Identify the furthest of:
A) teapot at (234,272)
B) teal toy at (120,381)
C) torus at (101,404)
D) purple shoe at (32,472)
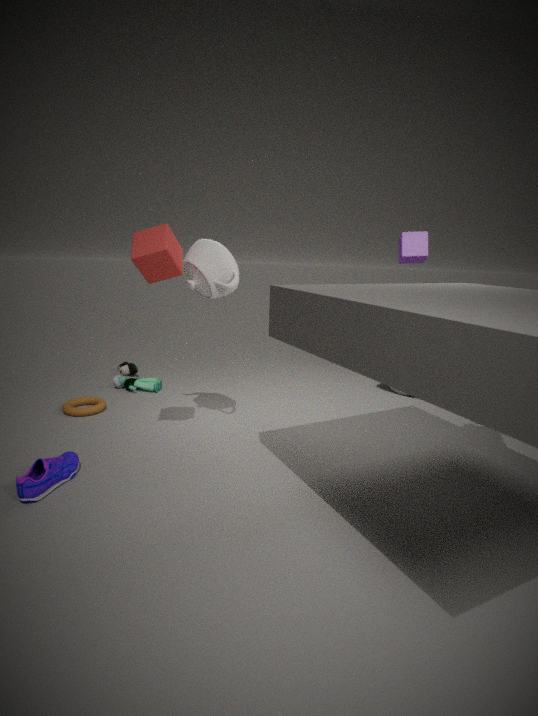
teal toy at (120,381)
